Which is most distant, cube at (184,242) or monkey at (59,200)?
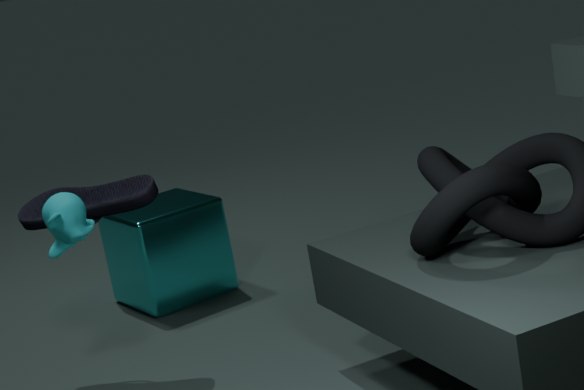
cube at (184,242)
